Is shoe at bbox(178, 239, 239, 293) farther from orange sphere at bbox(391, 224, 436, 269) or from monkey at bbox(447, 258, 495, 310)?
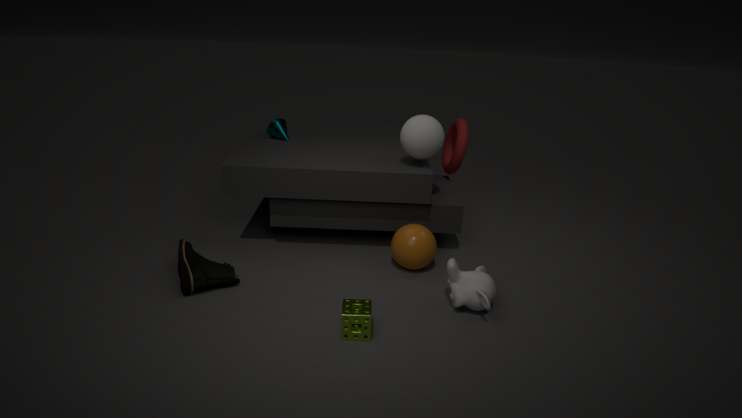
monkey at bbox(447, 258, 495, 310)
